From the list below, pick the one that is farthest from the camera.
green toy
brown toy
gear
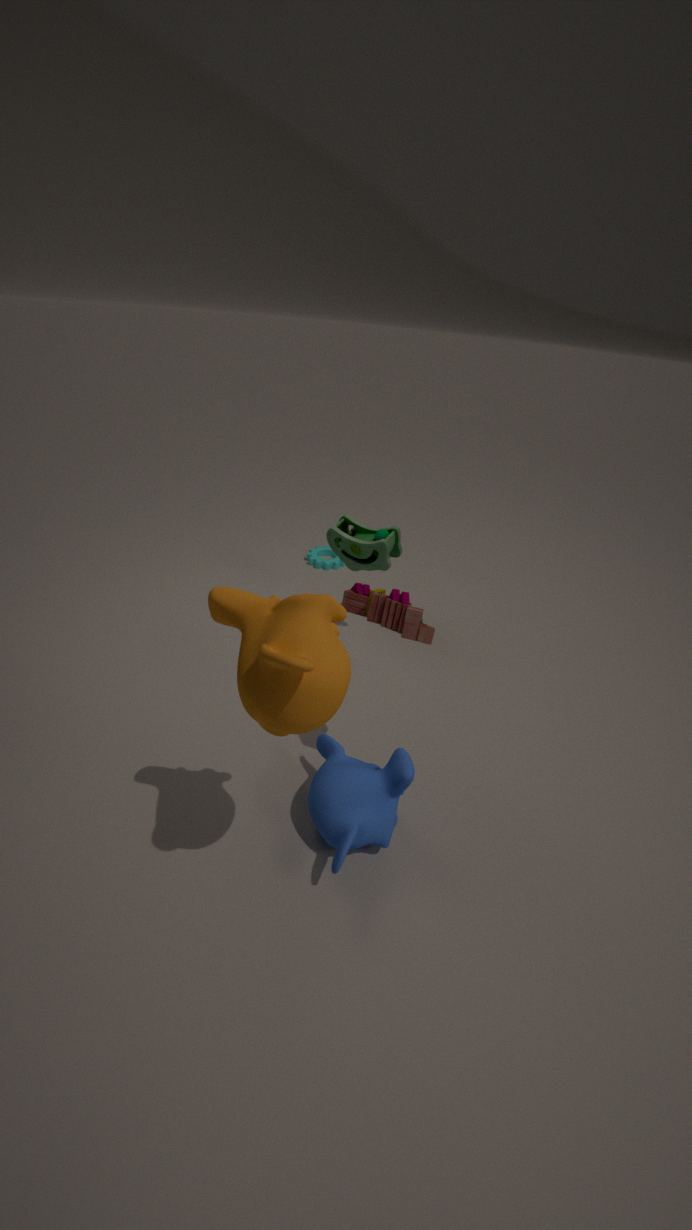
gear
